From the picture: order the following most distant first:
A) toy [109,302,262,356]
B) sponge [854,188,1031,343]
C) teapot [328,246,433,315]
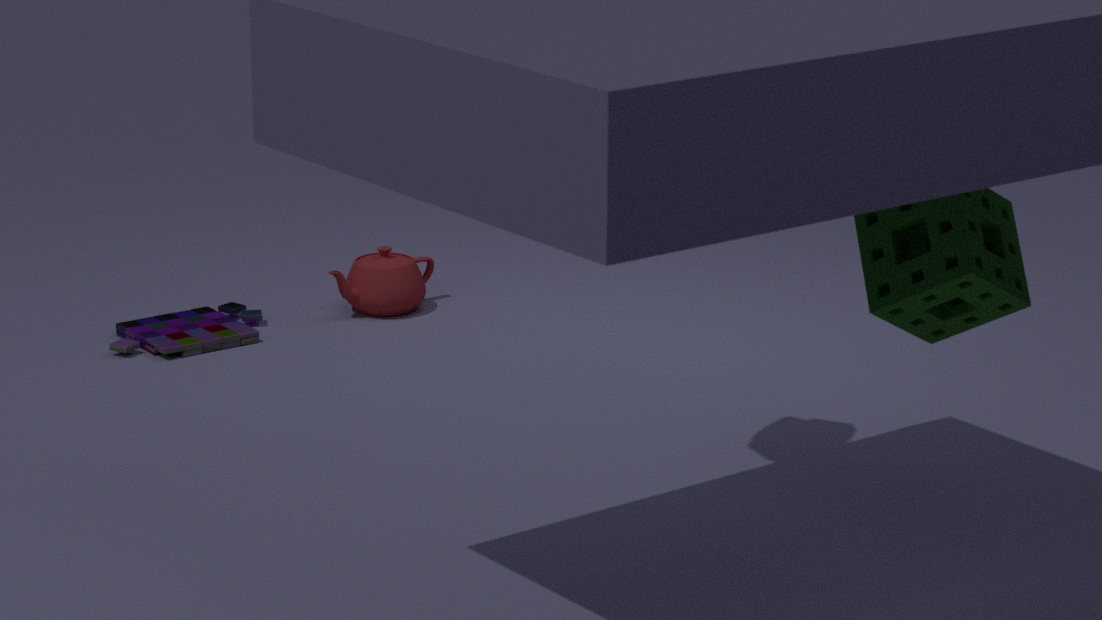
teapot [328,246,433,315], toy [109,302,262,356], sponge [854,188,1031,343]
